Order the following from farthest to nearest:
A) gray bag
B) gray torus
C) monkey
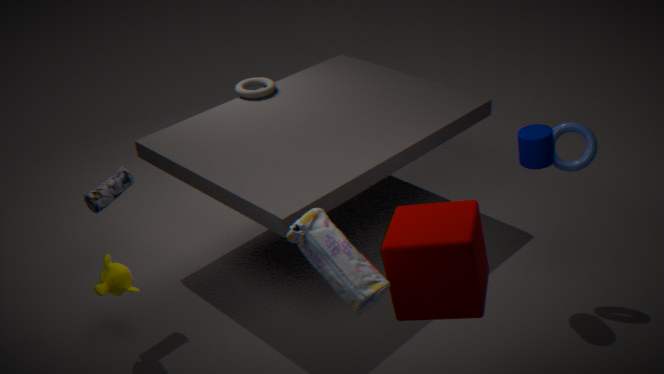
1. gray torus
2. monkey
3. gray bag
